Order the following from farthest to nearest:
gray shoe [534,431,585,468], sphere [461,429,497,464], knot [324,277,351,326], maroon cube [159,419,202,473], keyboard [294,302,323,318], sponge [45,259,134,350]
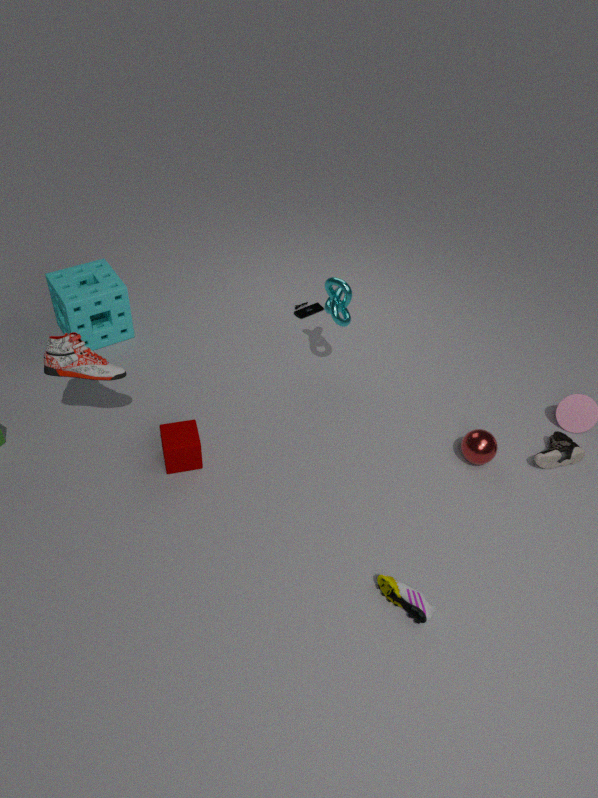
keyboard [294,302,323,318] < sponge [45,259,134,350] < knot [324,277,351,326] < gray shoe [534,431,585,468] < sphere [461,429,497,464] < maroon cube [159,419,202,473]
